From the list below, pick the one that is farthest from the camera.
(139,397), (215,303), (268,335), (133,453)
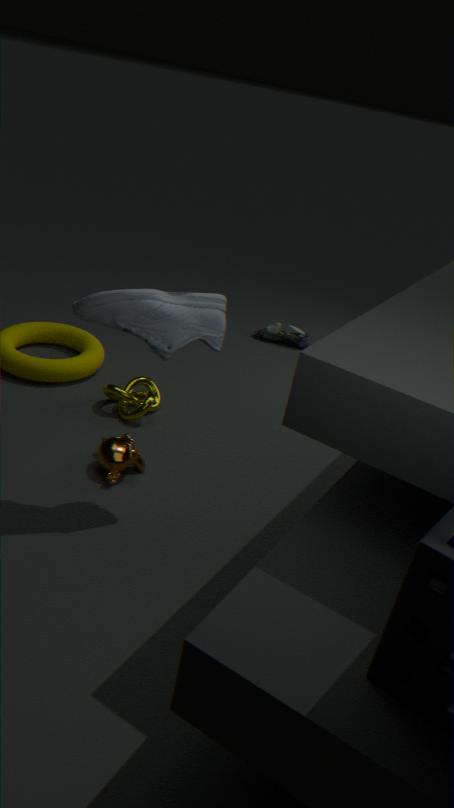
(268,335)
